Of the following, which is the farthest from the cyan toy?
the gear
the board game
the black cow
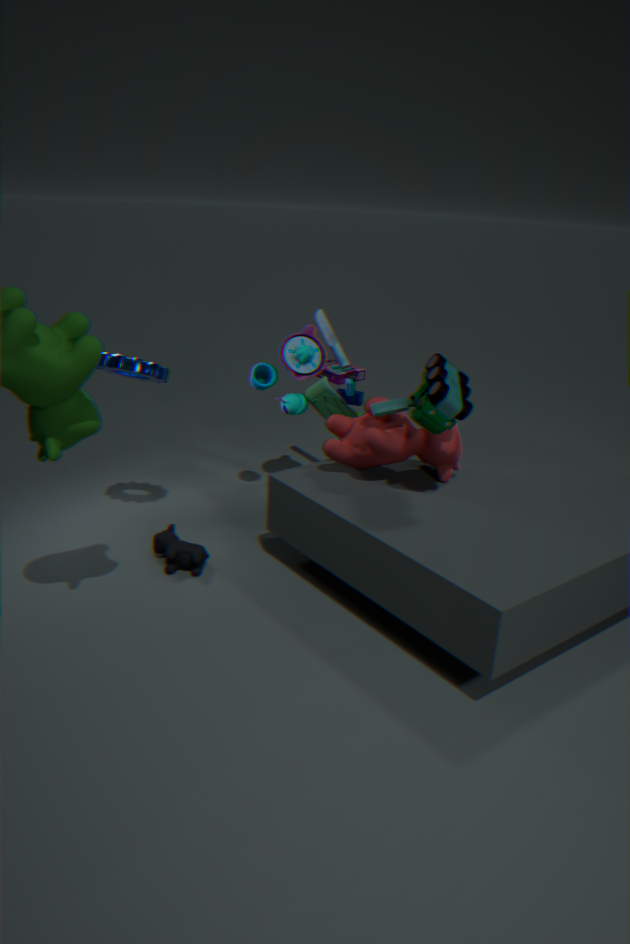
the board game
